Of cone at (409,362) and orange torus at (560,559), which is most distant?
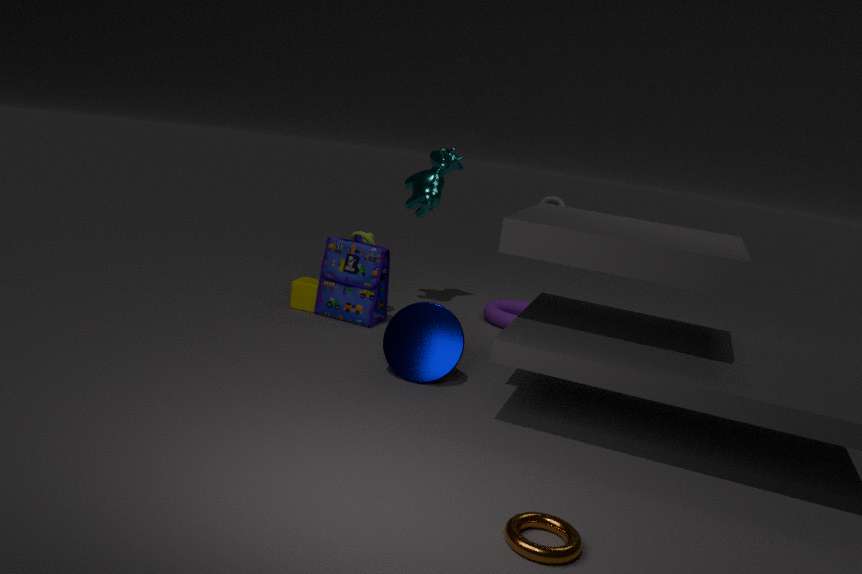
cone at (409,362)
